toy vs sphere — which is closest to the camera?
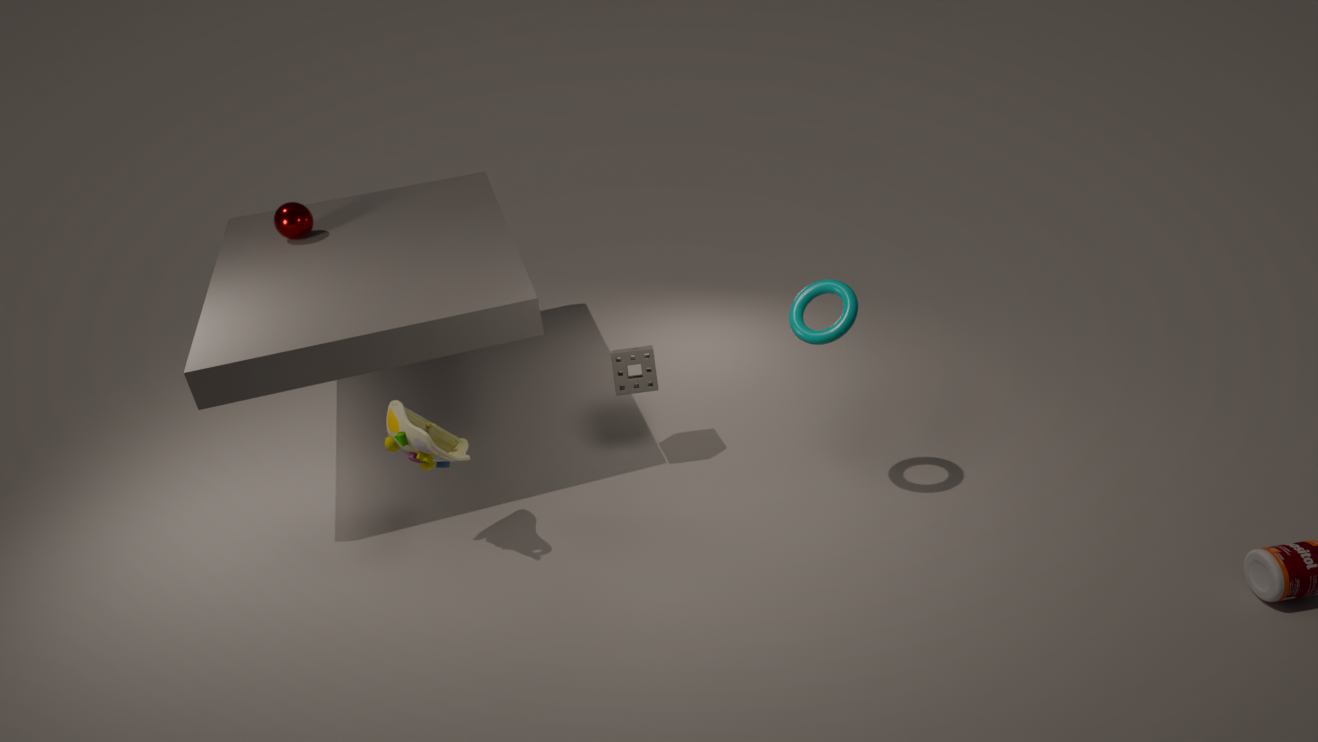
toy
